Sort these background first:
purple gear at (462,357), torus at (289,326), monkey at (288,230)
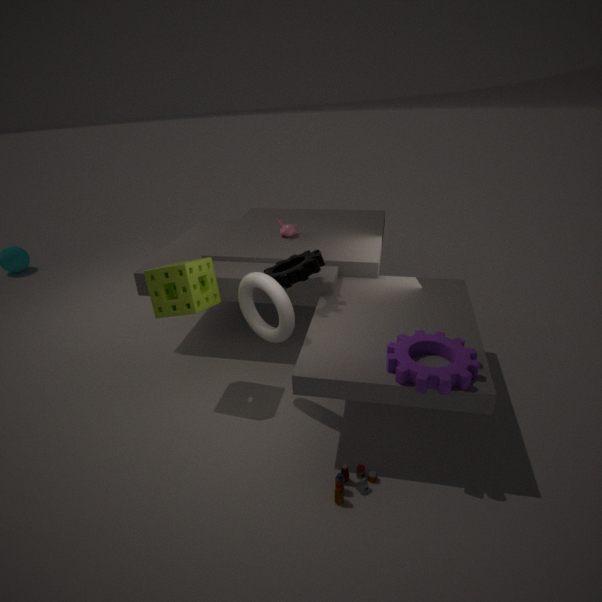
1. monkey at (288,230)
2. torus at (289,326)
3. purple gear at (462,357)
